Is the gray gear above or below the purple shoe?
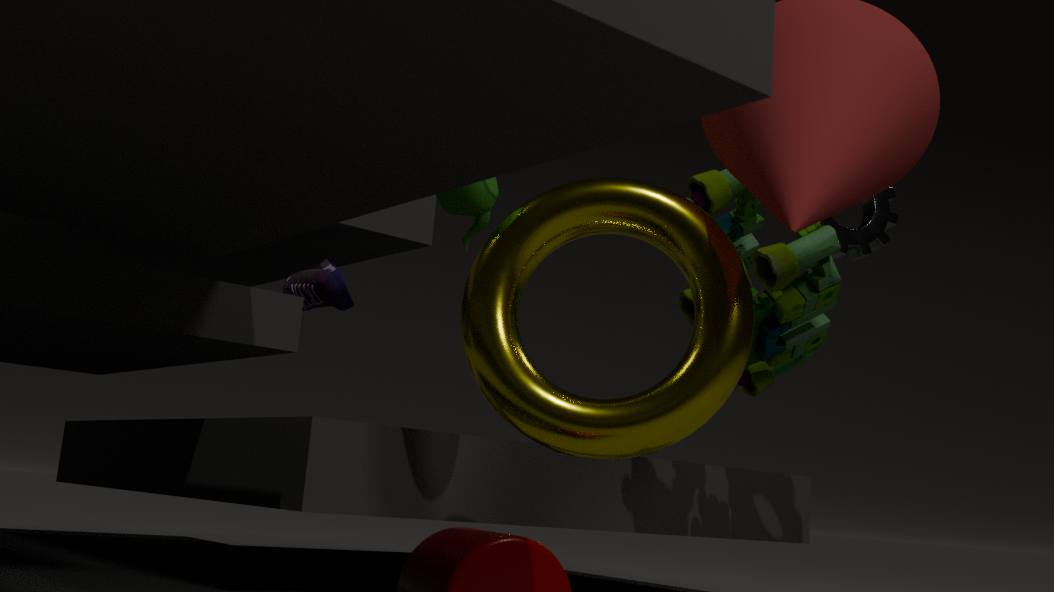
above
